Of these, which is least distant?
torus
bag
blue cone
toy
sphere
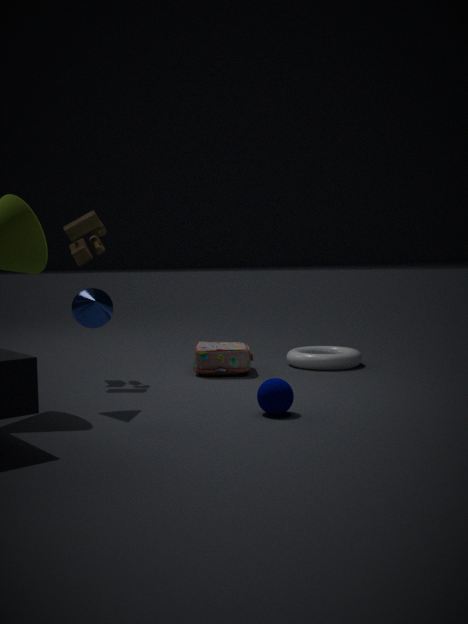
sphere
